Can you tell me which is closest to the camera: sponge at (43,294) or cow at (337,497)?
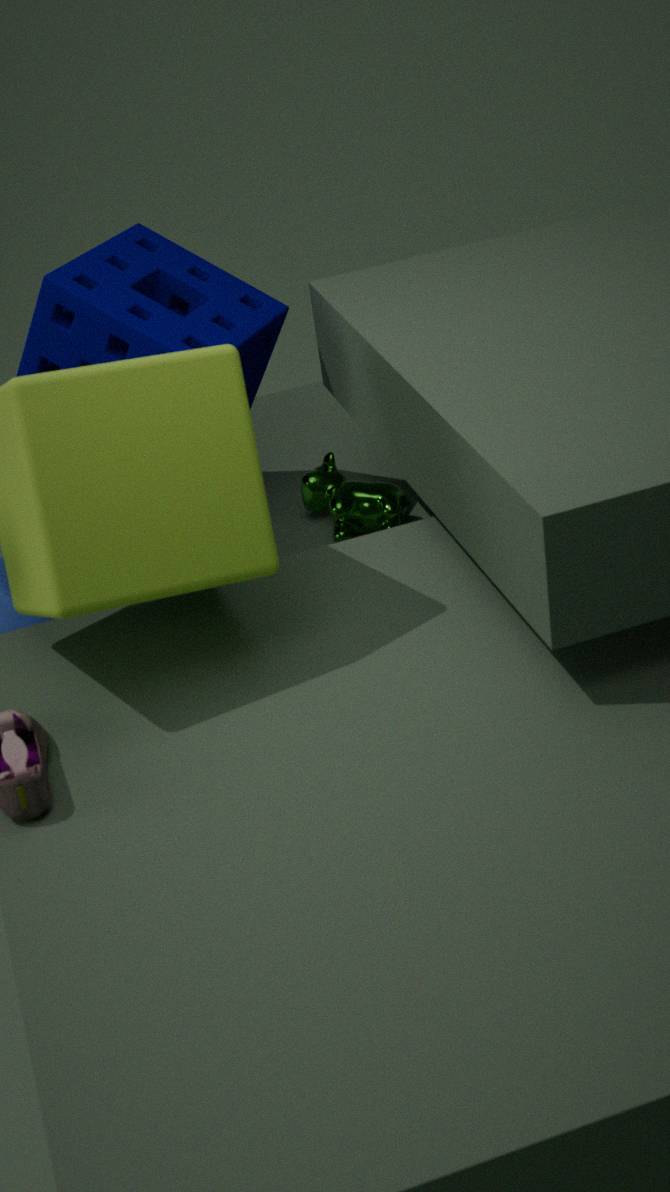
sponge at (43,294)
